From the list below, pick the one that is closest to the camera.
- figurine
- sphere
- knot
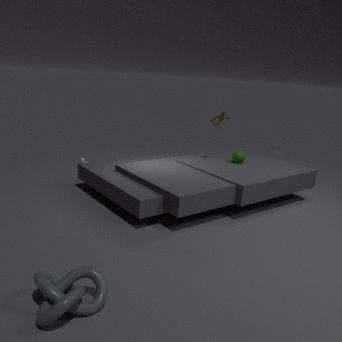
knot
